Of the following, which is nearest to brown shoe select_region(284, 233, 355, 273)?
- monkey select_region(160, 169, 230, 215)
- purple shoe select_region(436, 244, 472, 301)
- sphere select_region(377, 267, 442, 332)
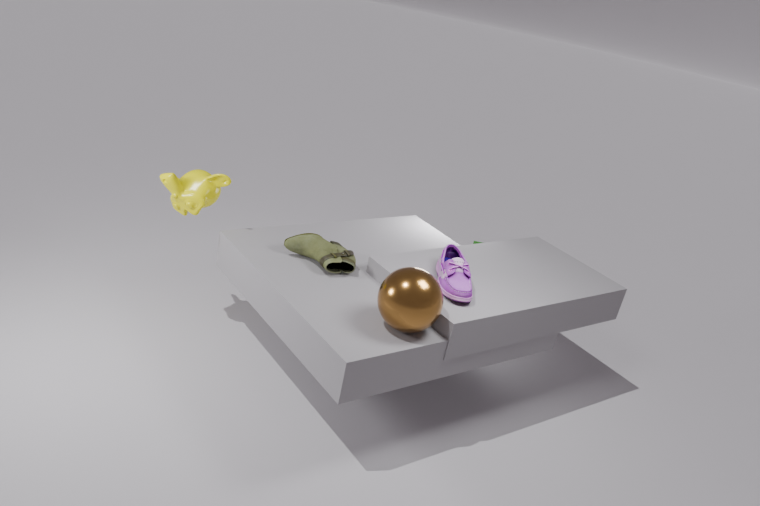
sphere select_region(377, 267, 442, 332)
